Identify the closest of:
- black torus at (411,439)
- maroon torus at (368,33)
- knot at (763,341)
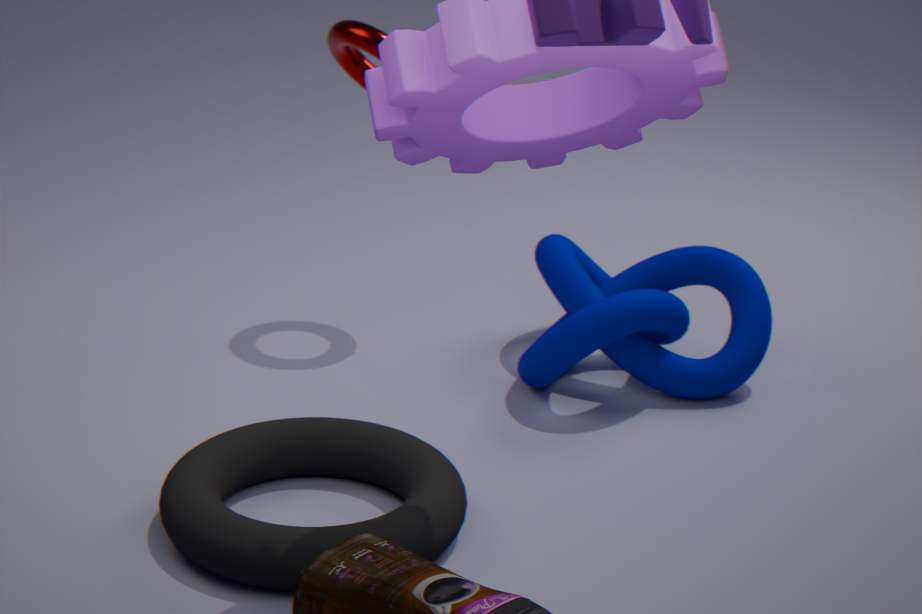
black torus at (411,439)
